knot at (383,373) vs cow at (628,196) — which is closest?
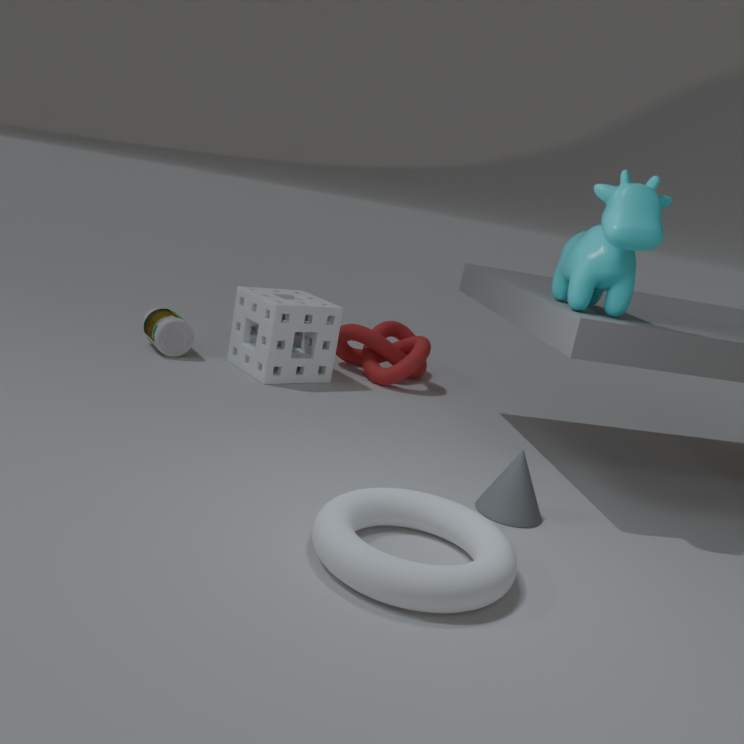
cow at (628,196)
